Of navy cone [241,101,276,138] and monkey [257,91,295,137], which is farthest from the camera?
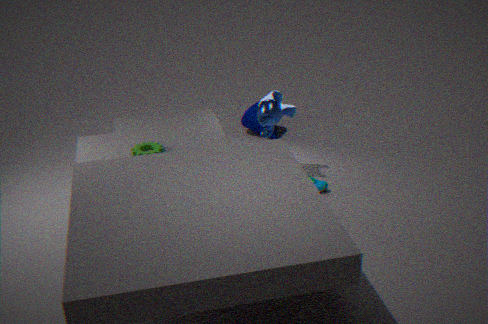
navy cone [241,101,276,138]
